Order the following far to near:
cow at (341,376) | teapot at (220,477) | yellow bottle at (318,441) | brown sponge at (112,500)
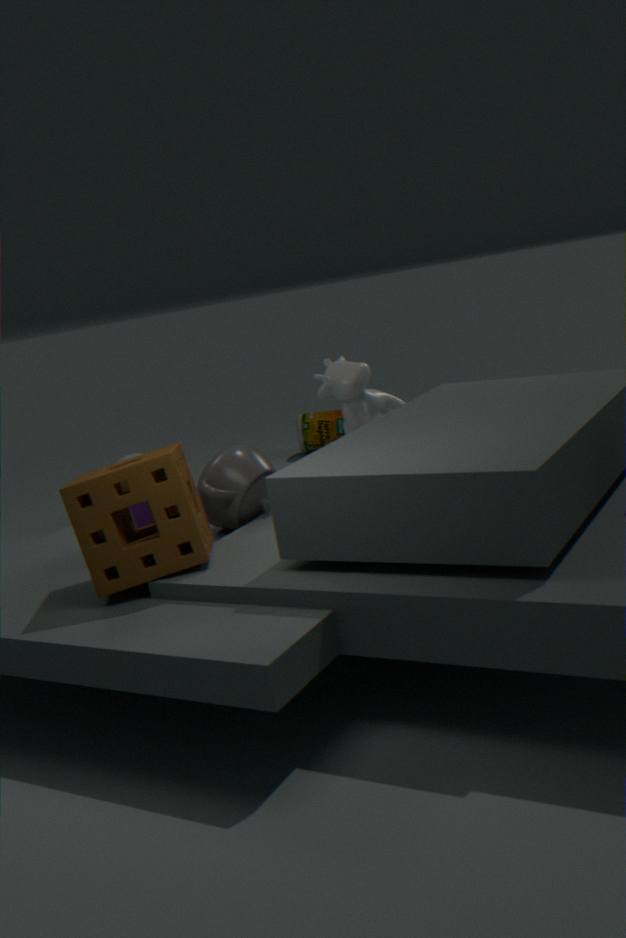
1. yellow bottle at (318,441)
2. cow at (341,376)
3. teapot at (220,477)
4. brown sponge at (112,500)
